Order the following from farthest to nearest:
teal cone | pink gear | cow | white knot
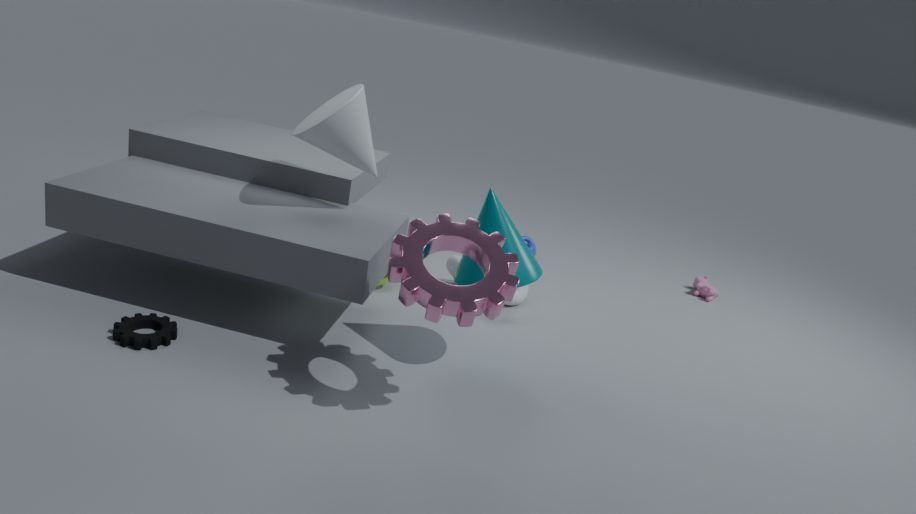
1. cow
2. white knot
3. teal cone
4. pink gear
